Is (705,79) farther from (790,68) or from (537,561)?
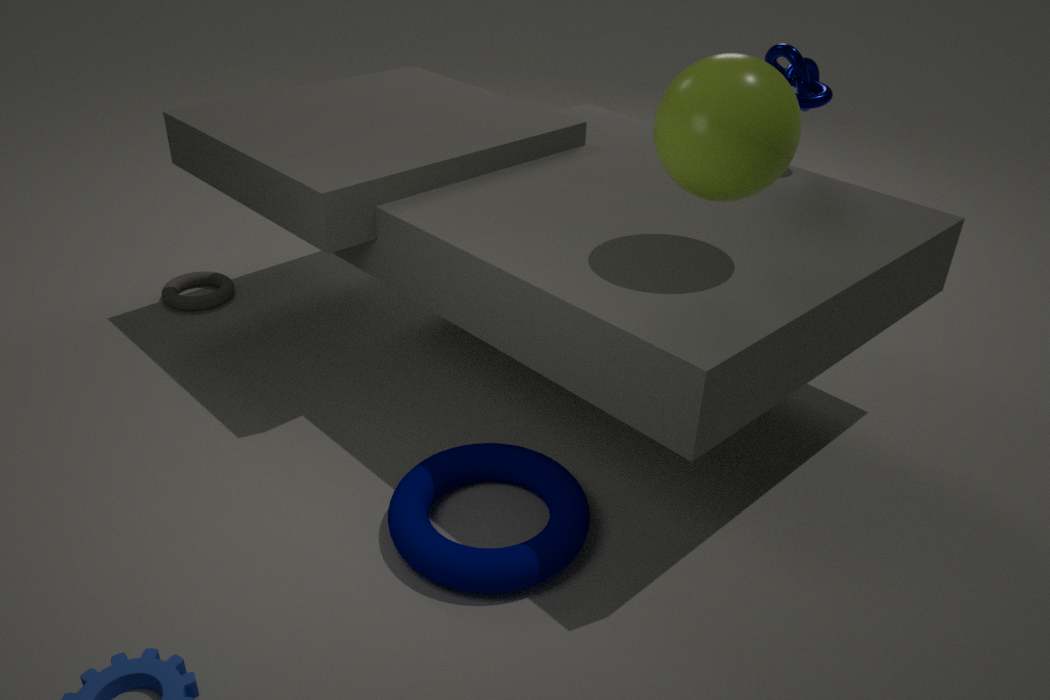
(537,561)
